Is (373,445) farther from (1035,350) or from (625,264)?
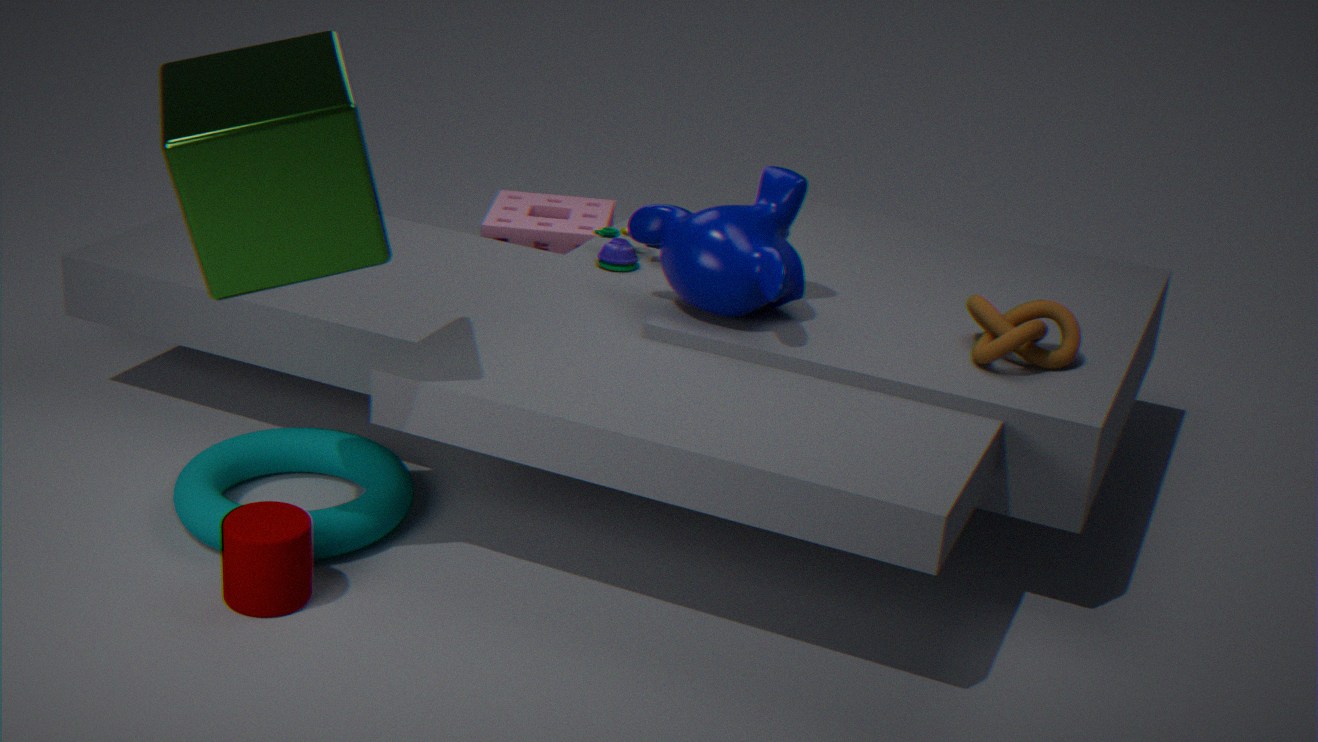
(1035,350)
